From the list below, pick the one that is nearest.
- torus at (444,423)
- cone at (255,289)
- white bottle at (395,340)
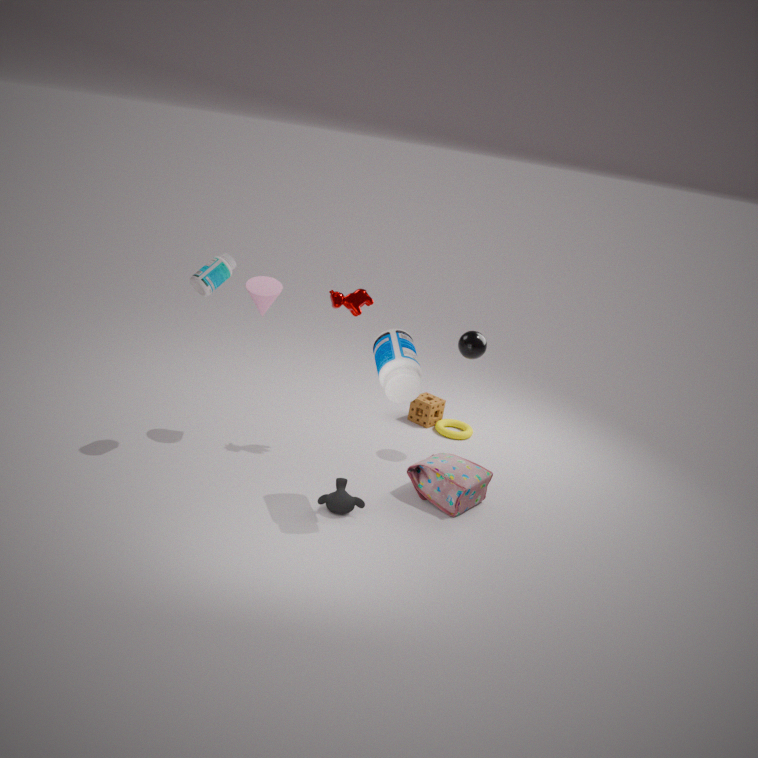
white bottle at (395,340)
